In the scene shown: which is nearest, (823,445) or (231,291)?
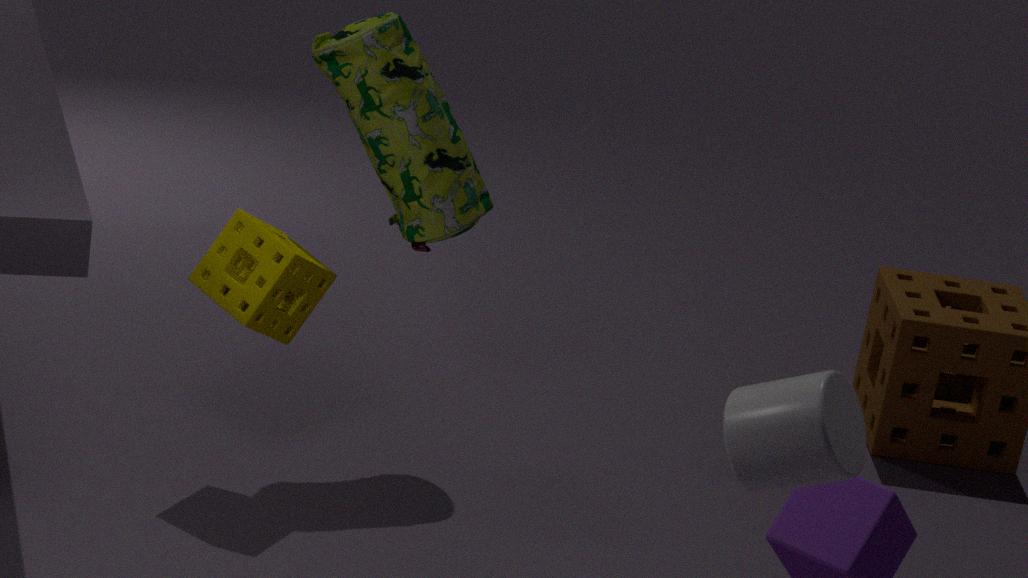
(823,445)
